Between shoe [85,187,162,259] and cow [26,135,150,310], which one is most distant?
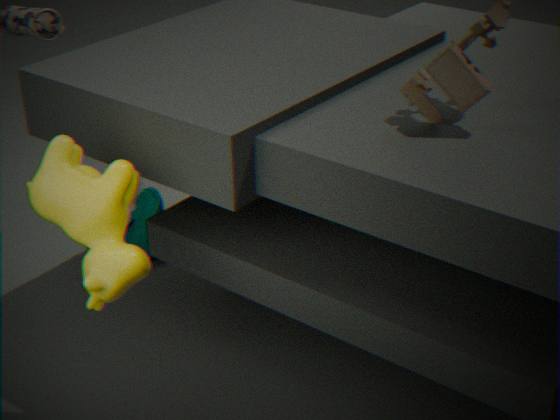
shoe [85,187,162,259]
